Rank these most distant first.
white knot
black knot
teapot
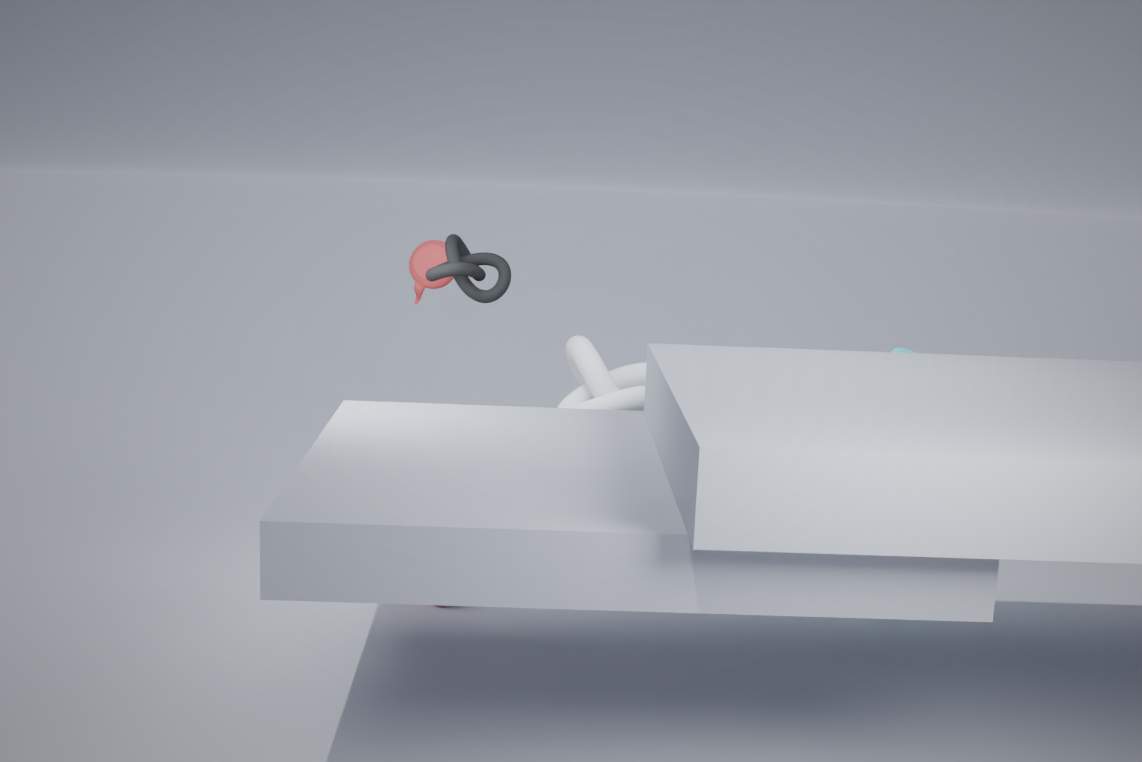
teapot → white knot → black knot
